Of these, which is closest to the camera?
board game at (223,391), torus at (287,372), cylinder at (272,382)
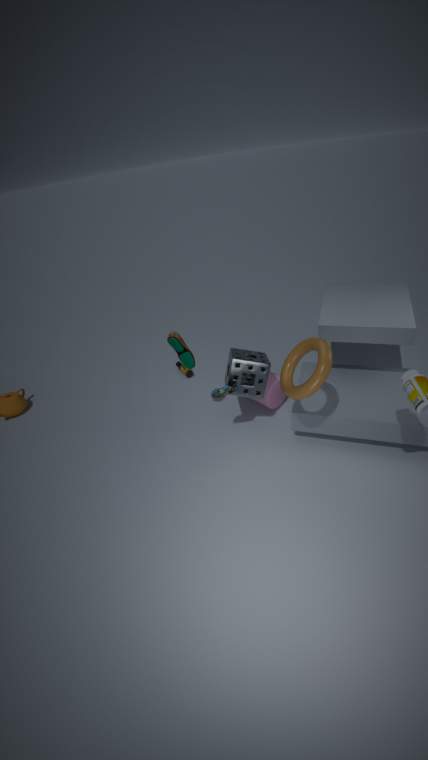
torus at (287,372)
